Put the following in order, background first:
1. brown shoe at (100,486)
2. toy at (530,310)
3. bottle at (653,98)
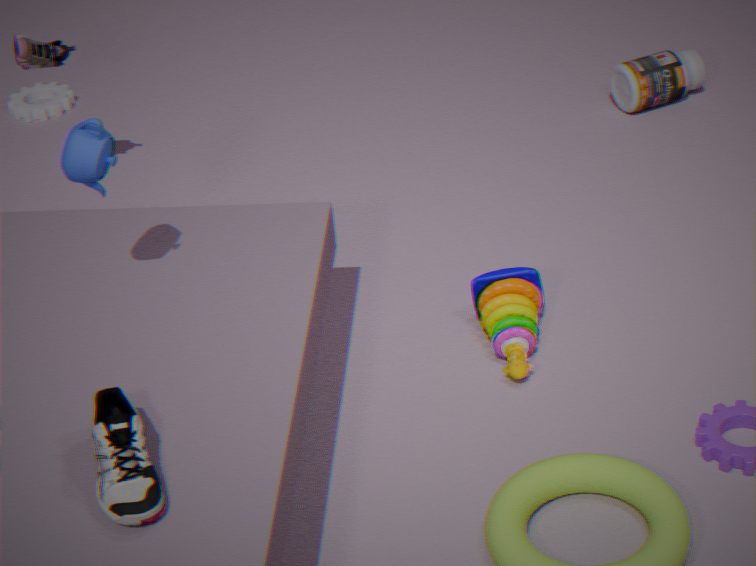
bottle at (653,98) → toy at (530,310) → brown shoe at (100,486)
